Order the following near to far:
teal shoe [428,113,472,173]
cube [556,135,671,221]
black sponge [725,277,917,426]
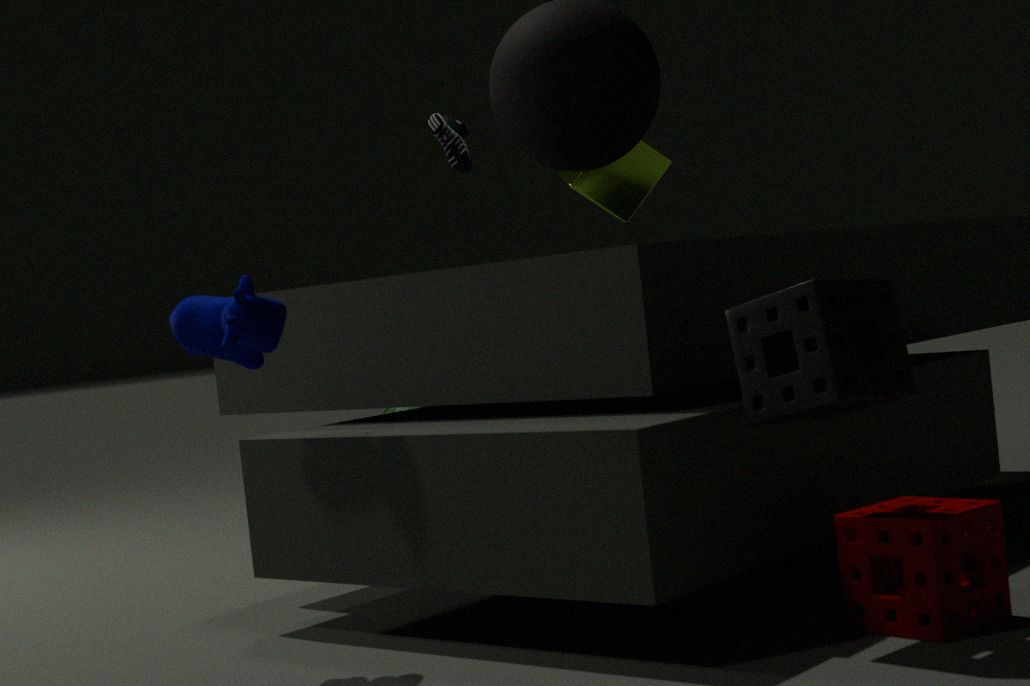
1. black sponge [725,277,917,426]
2. cube [556,135,671,221]
3. teal shoe [428,113,472,173]
